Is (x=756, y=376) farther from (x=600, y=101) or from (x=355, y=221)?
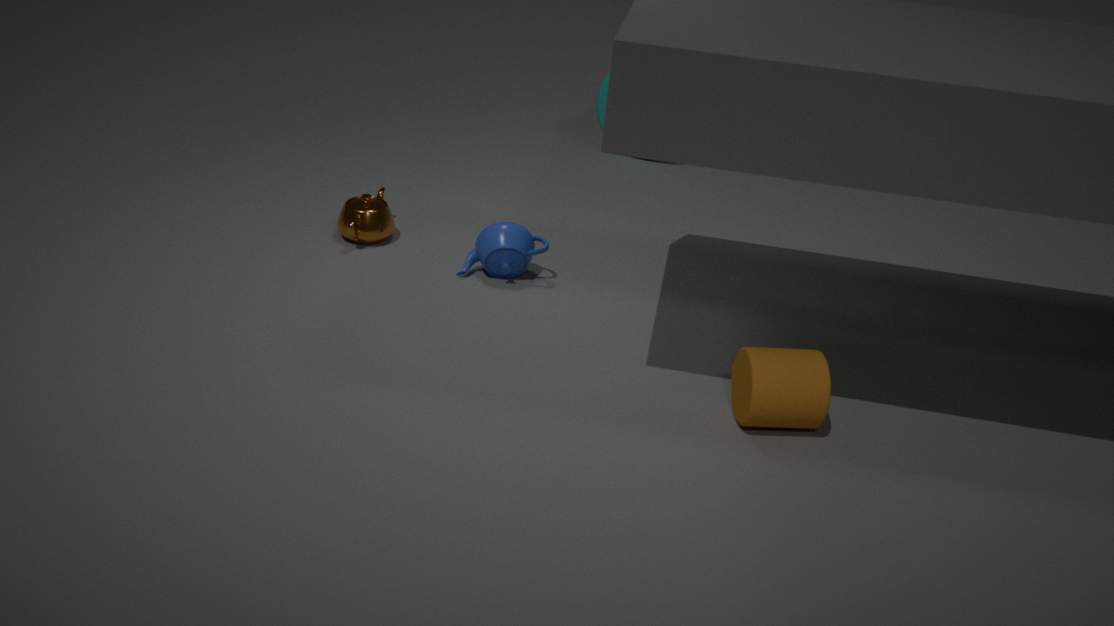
(x=600, y=101)
